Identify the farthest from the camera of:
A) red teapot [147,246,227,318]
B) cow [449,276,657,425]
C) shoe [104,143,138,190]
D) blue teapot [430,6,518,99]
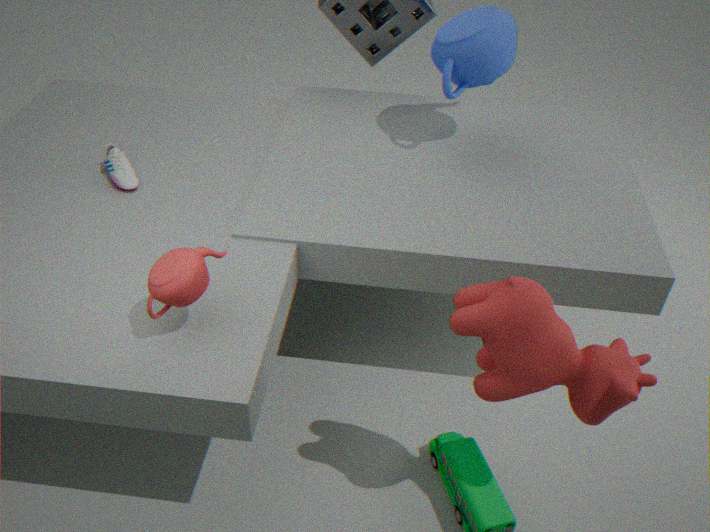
blue teapot [430,6,518,99]
